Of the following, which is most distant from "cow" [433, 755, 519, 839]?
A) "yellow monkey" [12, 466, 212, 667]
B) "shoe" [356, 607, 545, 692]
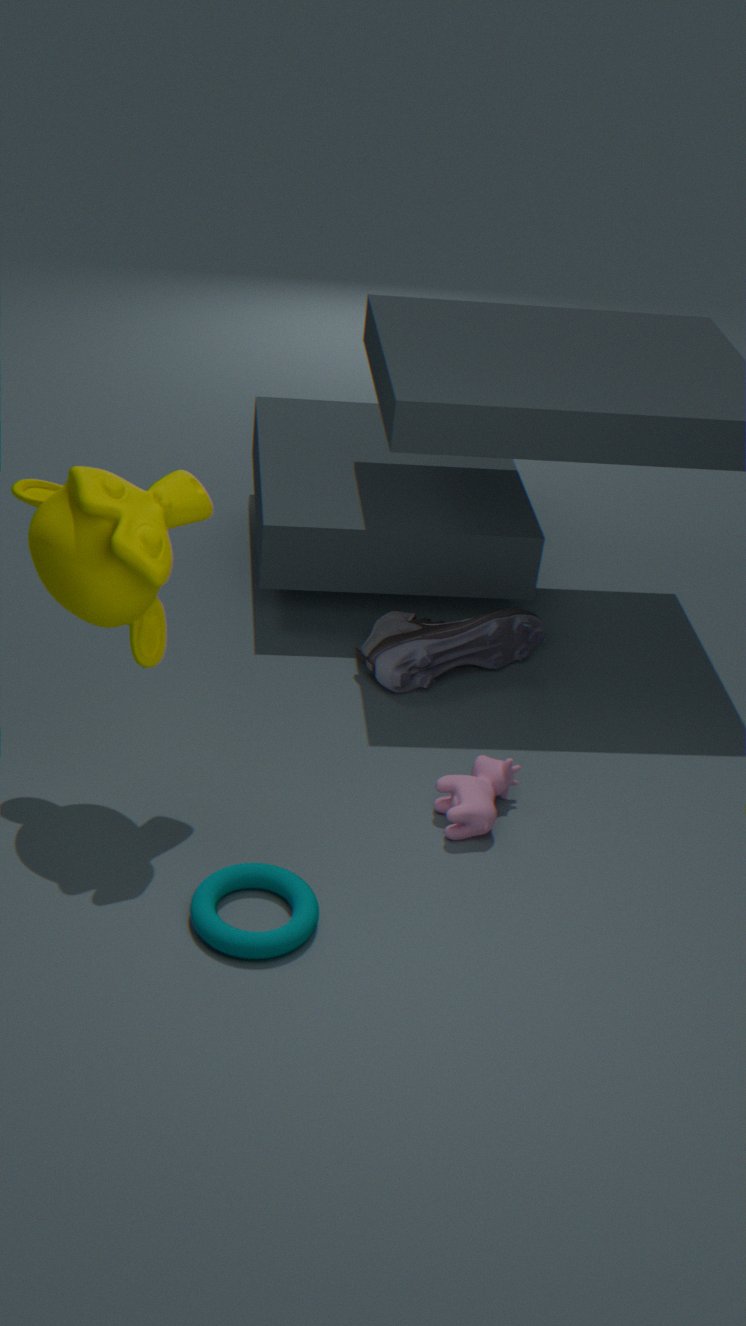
"yellow monkey" [12, 466, 212, 667]
